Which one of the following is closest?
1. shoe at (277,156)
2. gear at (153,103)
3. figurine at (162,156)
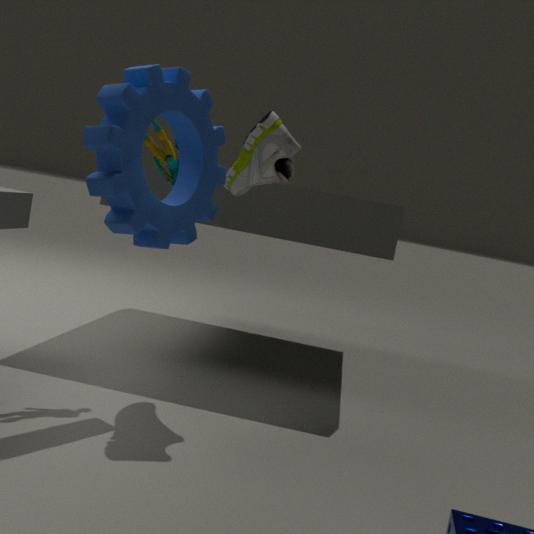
gear at (153,103)
